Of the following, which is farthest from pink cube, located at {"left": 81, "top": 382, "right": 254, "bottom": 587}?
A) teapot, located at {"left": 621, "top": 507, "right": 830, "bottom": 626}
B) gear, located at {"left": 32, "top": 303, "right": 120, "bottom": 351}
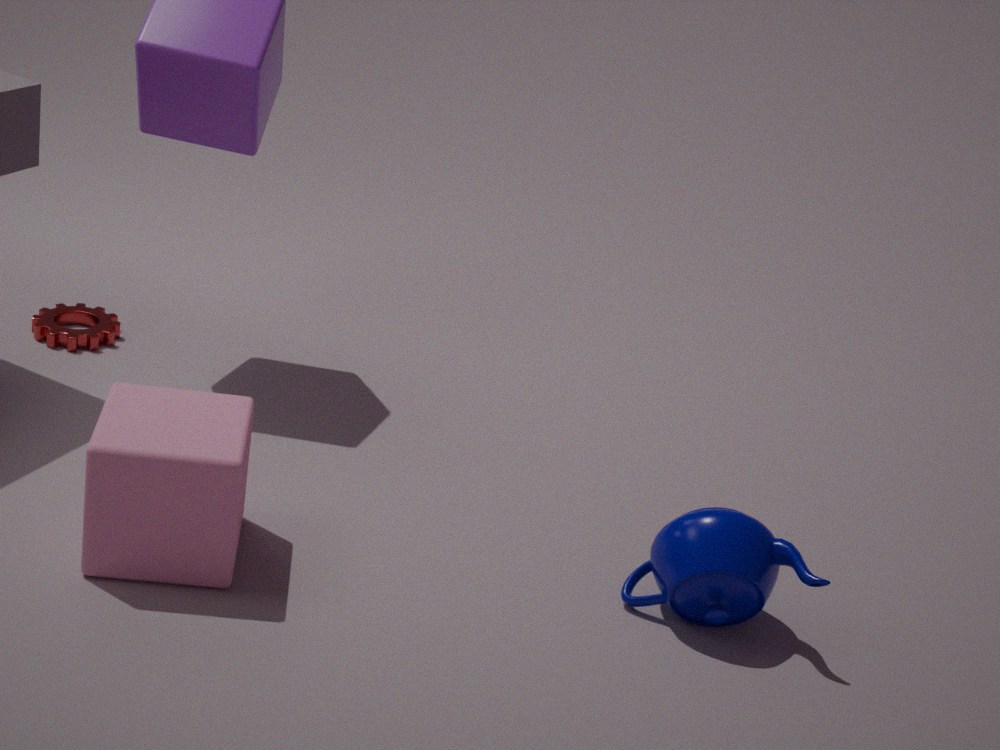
teapot, located at {"left": 621, "top": 507, "right": 830, "bottom": 626}
